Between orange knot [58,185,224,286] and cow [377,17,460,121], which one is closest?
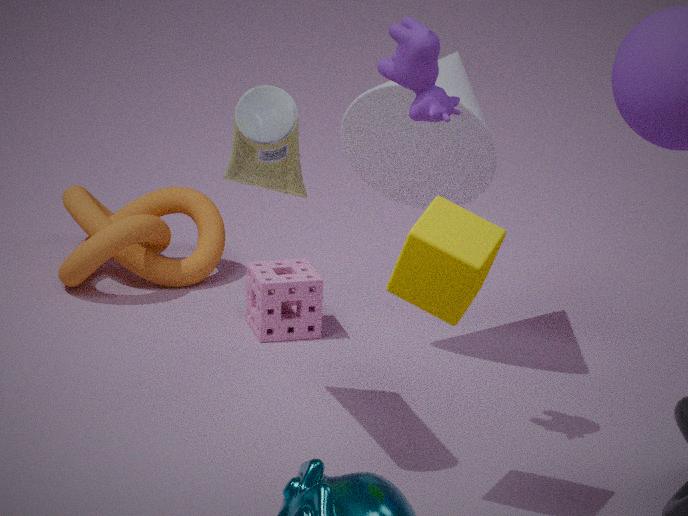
cow [377,17,460,121]
